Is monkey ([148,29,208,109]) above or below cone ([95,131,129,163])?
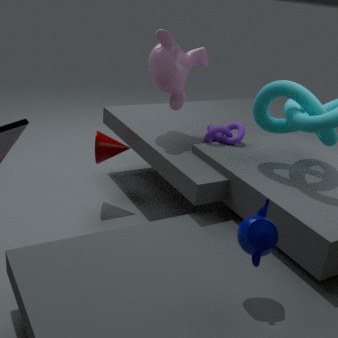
above
